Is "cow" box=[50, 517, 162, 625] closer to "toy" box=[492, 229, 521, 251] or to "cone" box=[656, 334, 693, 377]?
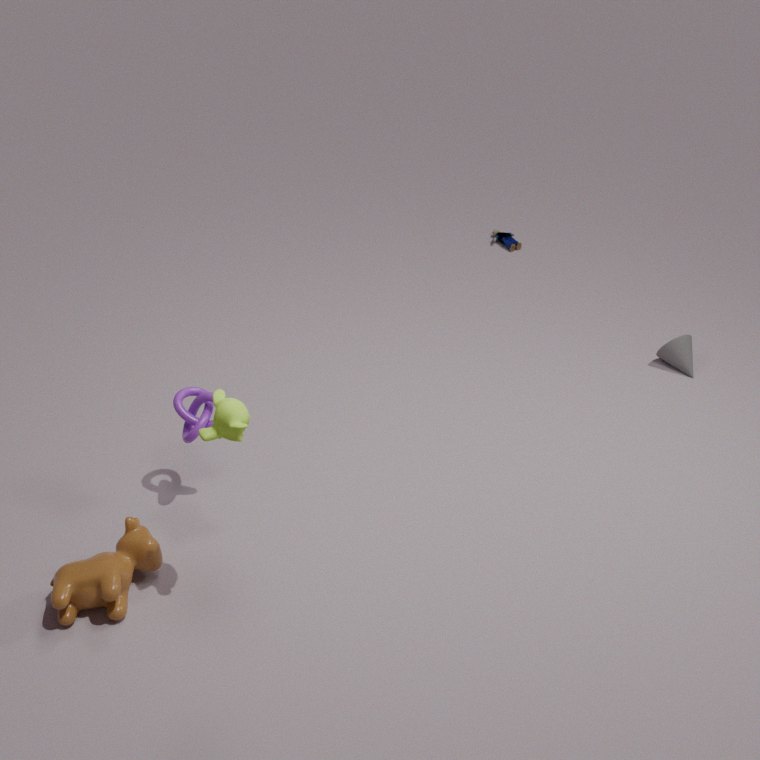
"cone" box=[656, 334, 693, 377]
